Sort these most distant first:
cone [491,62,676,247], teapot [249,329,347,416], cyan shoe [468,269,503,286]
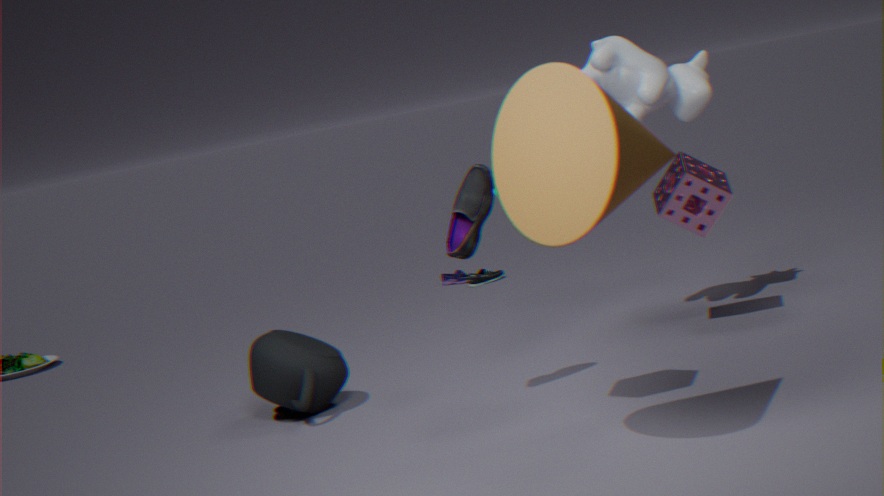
cyan shoe [468,269,503,286], teapot [249,329,347,416], cone [491,62,676,247]
